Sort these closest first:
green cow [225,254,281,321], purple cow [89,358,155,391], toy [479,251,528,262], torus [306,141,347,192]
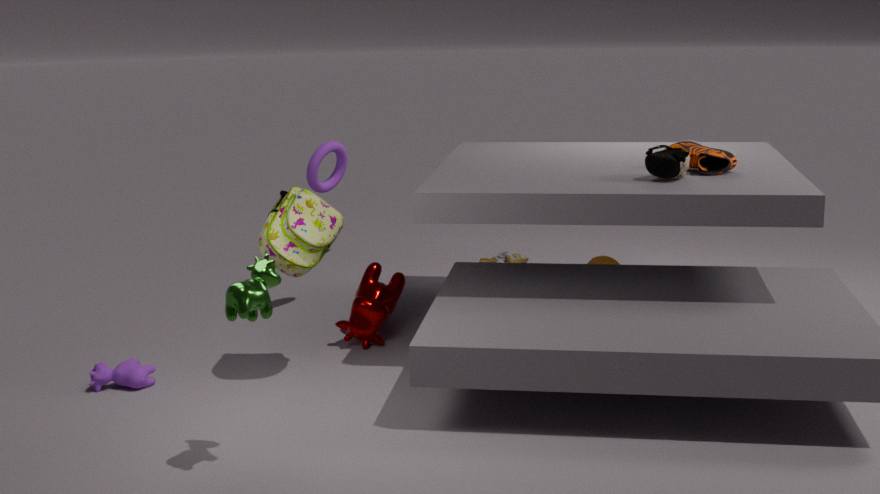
green cow [225,254,281,321], purple cow [89,358,155,391], torus [306,141,347,192], toy [479,251,528,262]
